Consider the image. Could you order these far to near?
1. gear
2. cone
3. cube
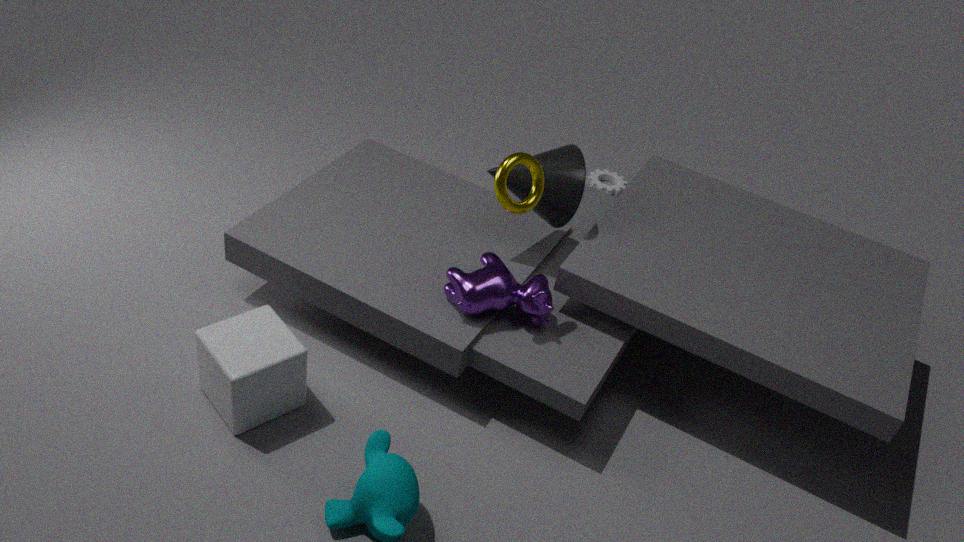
gear
cone
cube
